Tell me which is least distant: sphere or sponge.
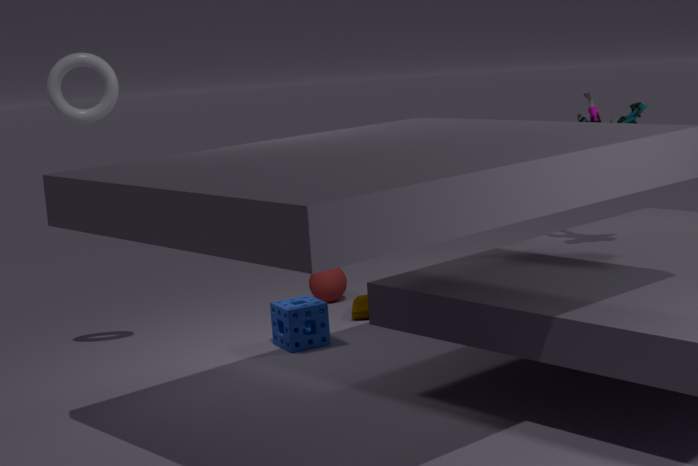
sponge
